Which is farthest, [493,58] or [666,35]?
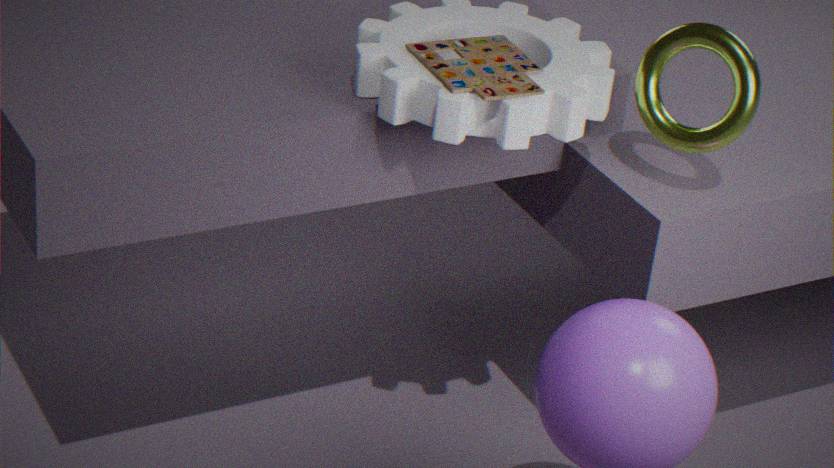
[666,35]
